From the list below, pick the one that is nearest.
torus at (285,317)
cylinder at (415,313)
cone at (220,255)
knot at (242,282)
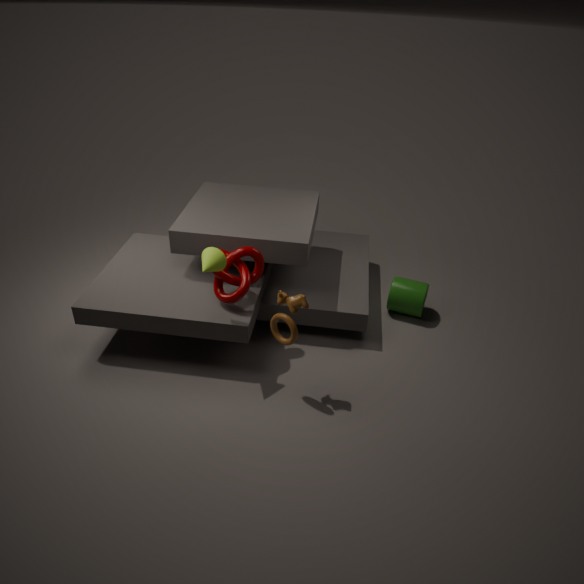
torus at (285,317)
